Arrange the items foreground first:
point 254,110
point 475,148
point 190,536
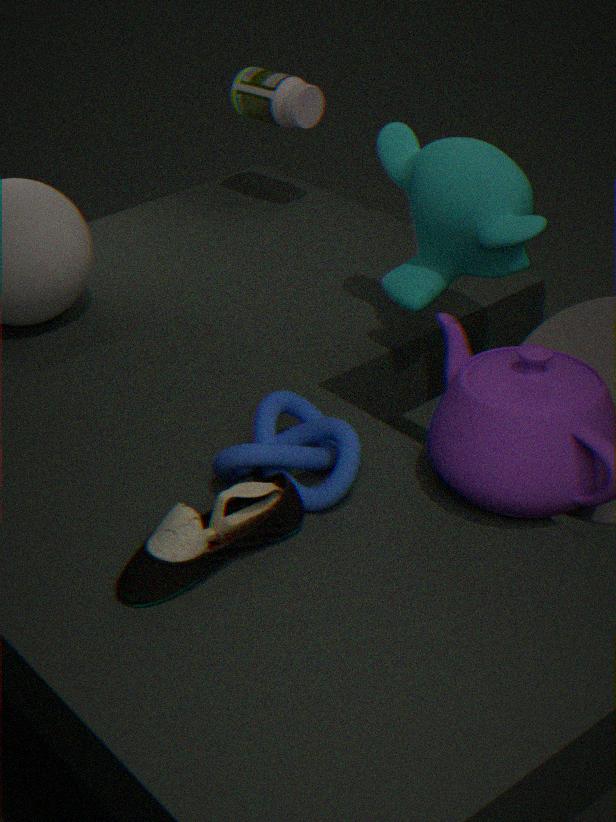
point 190,536 → point 475,148 → point 254,110
